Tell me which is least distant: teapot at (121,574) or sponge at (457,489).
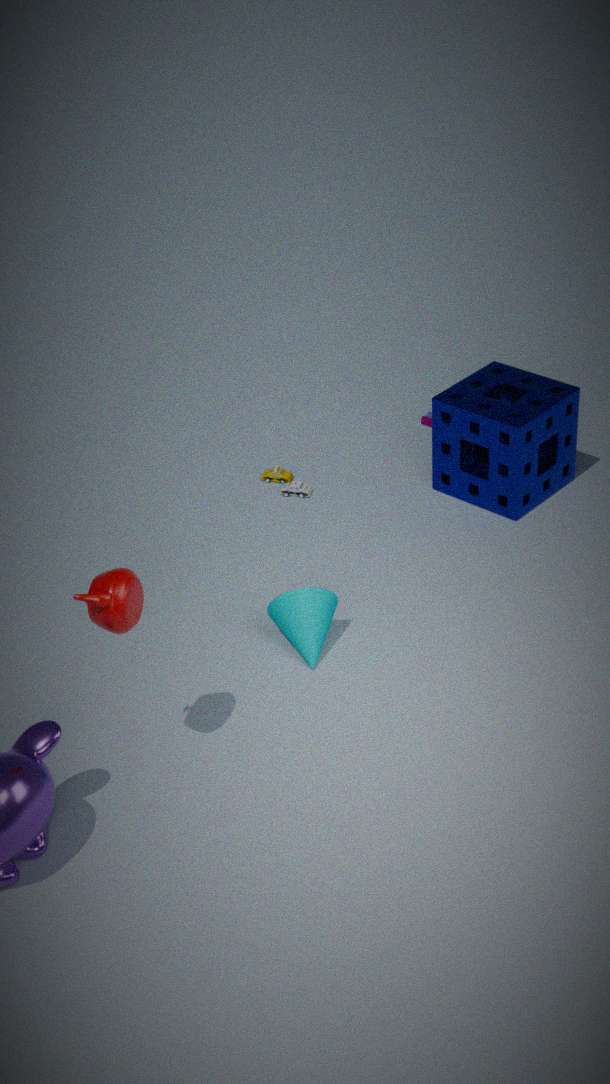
teapot at (121,574)
